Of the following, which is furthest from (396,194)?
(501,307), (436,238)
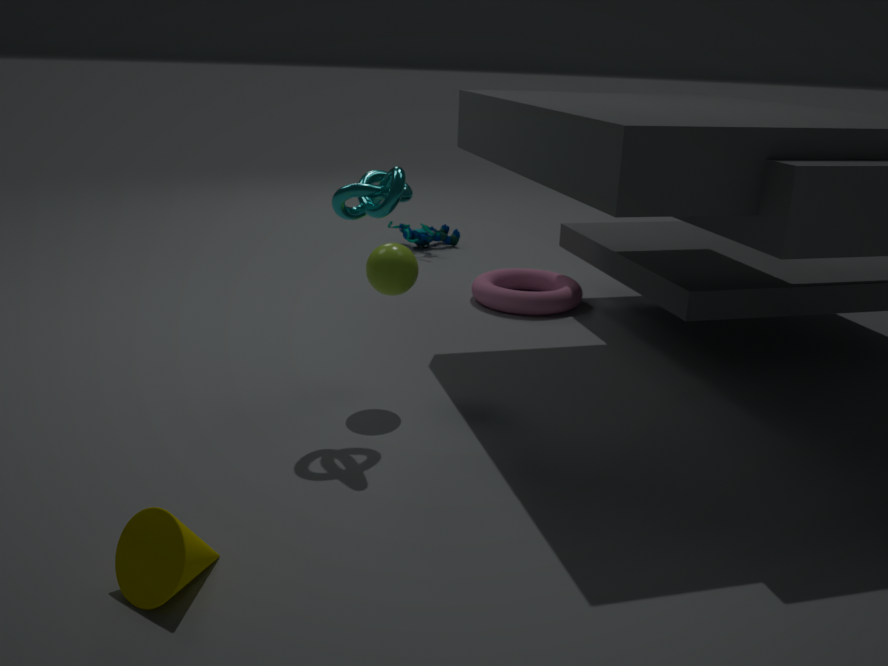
(436,238)
